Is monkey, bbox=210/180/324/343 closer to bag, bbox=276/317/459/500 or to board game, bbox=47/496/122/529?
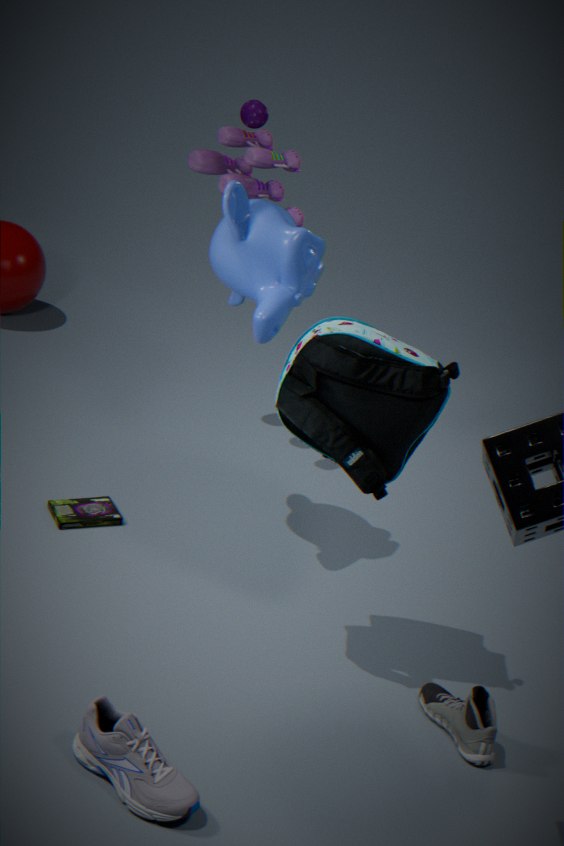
bag, bbox=276/317/459/500
